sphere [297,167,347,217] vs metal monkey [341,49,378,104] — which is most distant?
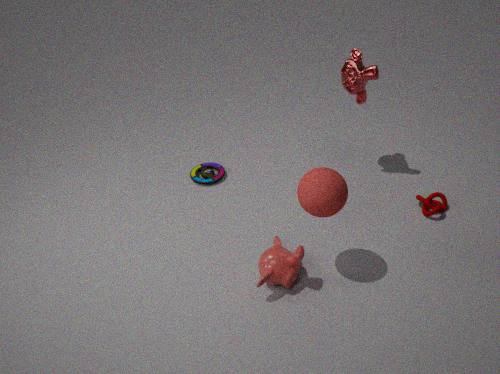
metal monkey [341,49,378,104]
